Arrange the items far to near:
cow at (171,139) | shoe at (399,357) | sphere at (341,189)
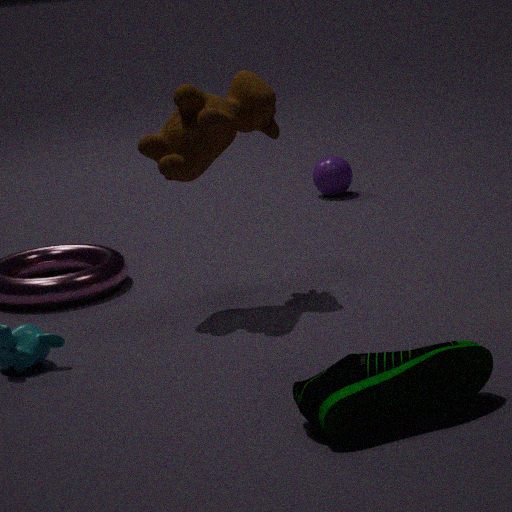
sphere at (341,189)
cow at (171,139)
shoe at (399,357)
